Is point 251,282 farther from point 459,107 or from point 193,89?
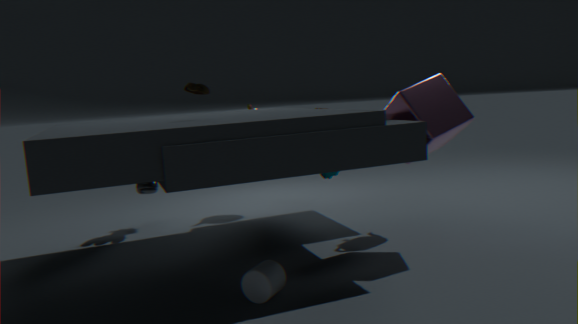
point 459,107
